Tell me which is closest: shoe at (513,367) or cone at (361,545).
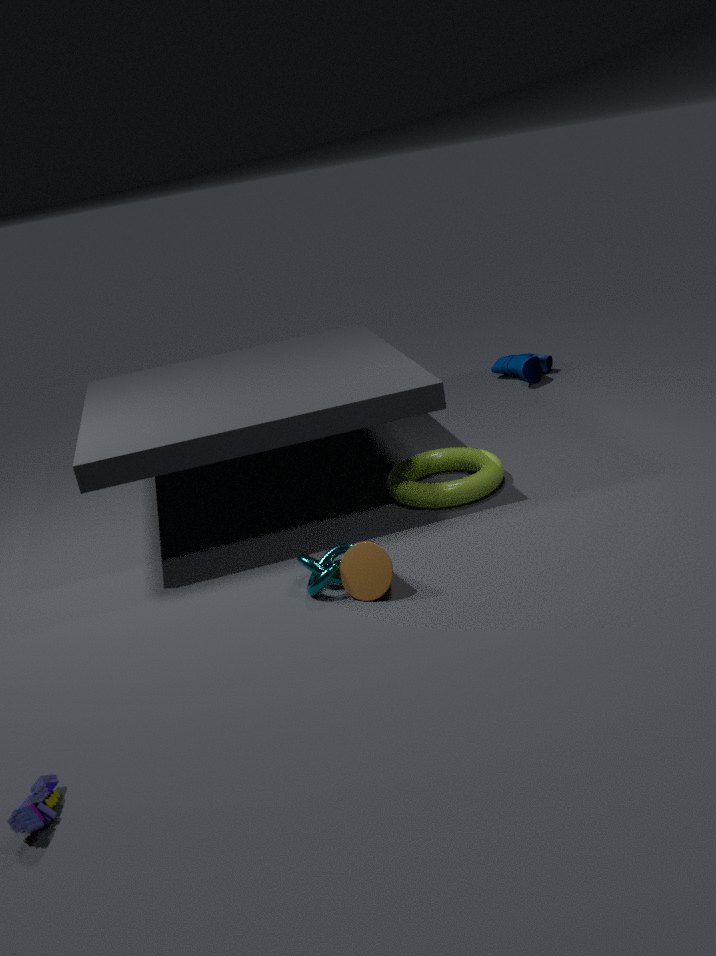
cone at (361,545)
